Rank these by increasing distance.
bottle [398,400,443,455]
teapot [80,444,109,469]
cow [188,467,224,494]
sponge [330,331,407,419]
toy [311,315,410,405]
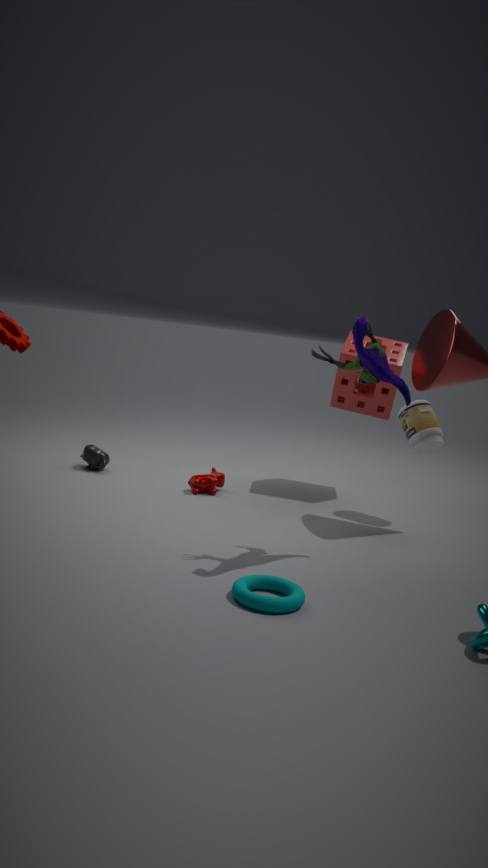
toy [311,315,410,405] < bottle [398,400,443,455] < cow [188,467,224,494] < teapot [80,444,109,469] < sponge [330,331,407,419]
